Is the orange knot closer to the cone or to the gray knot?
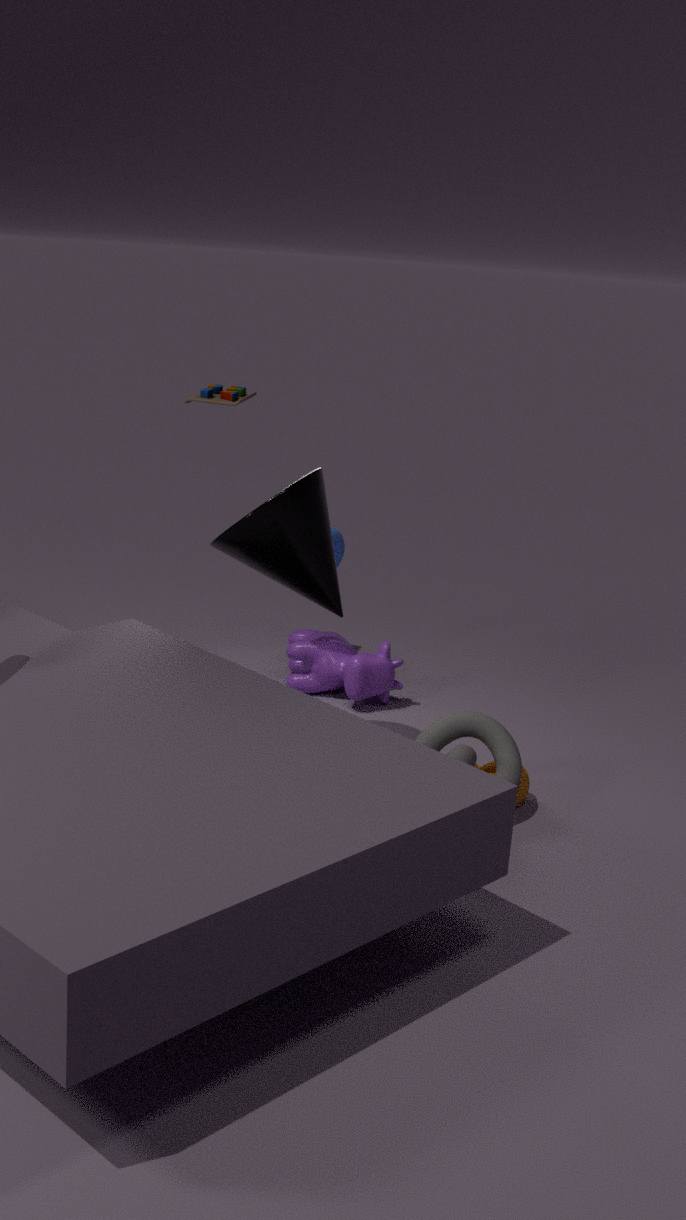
the gray knot
